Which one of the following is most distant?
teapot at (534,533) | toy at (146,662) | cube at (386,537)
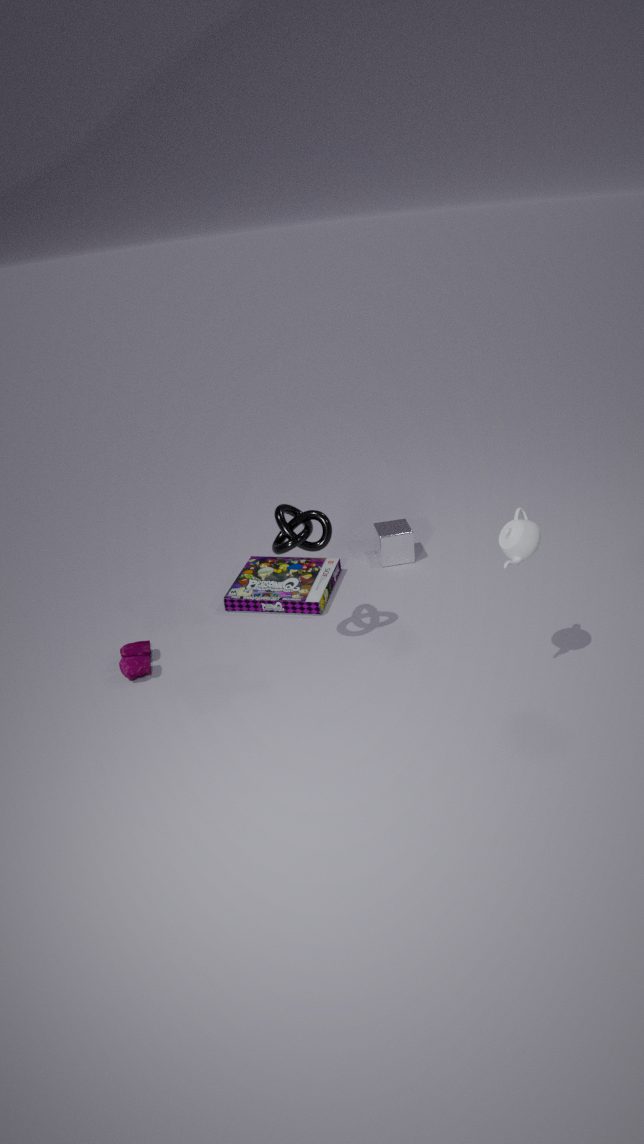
cube at (386,537)
